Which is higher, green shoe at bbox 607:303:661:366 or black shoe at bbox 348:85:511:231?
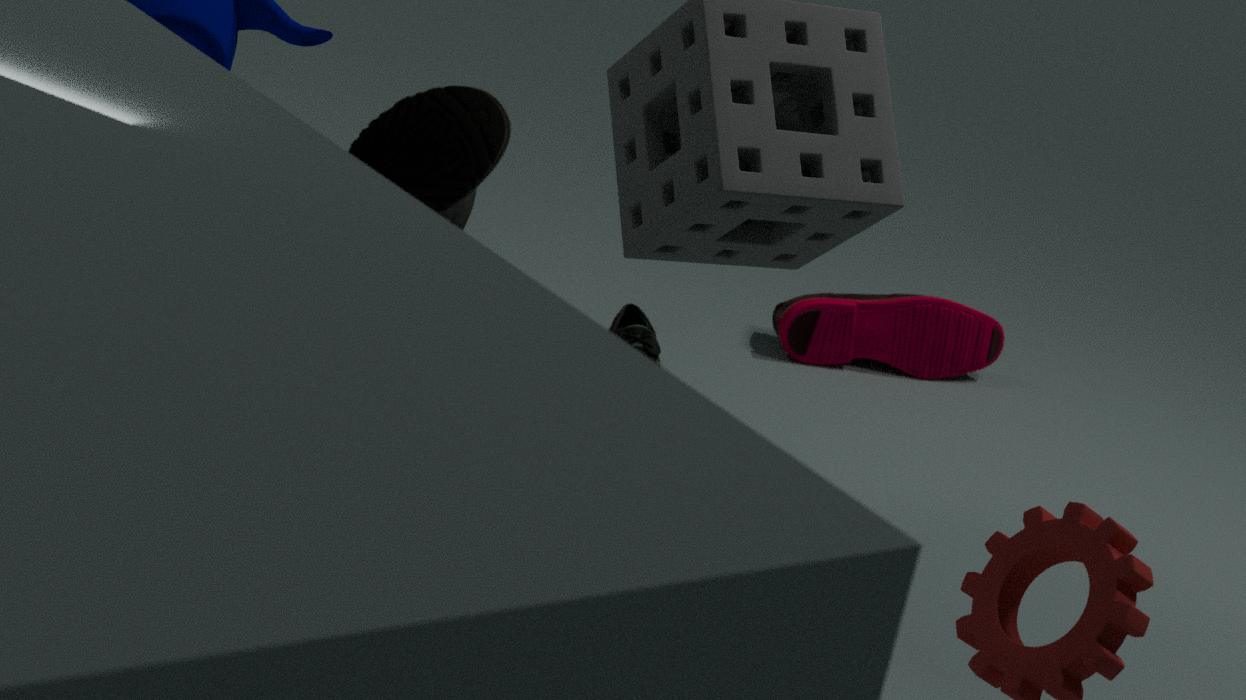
black shoe at bbox 348:85:511:231
